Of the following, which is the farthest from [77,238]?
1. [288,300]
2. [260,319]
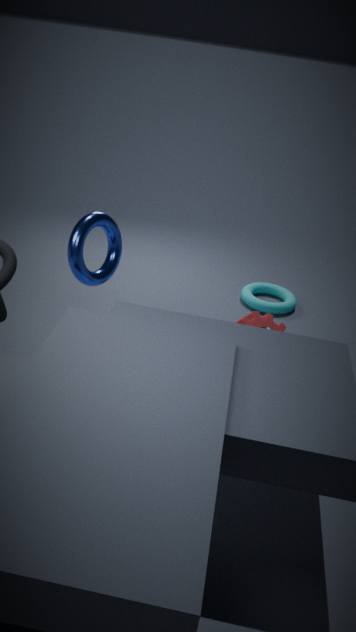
[288,300]
